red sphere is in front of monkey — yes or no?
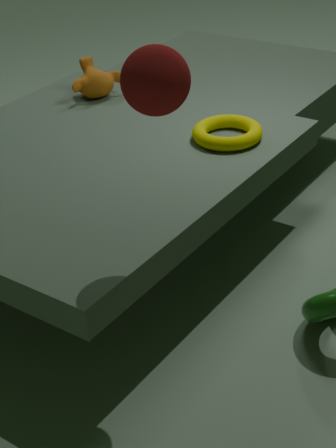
Yes
